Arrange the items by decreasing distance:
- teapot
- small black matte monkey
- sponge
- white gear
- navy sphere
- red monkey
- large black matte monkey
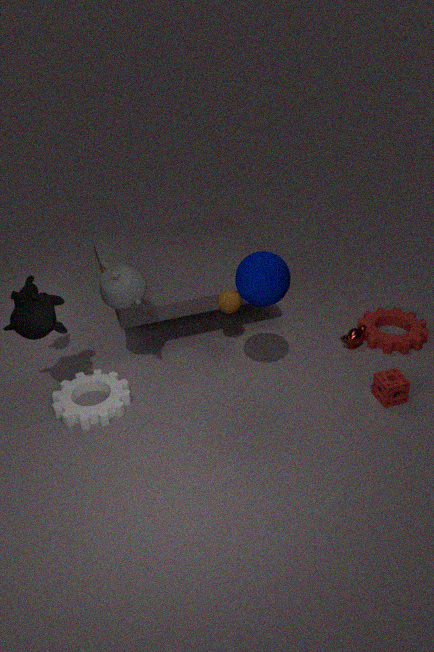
red monkey < small black matte monkey < sponge < white gear < teapot < large black matte monkey < navy sphere
